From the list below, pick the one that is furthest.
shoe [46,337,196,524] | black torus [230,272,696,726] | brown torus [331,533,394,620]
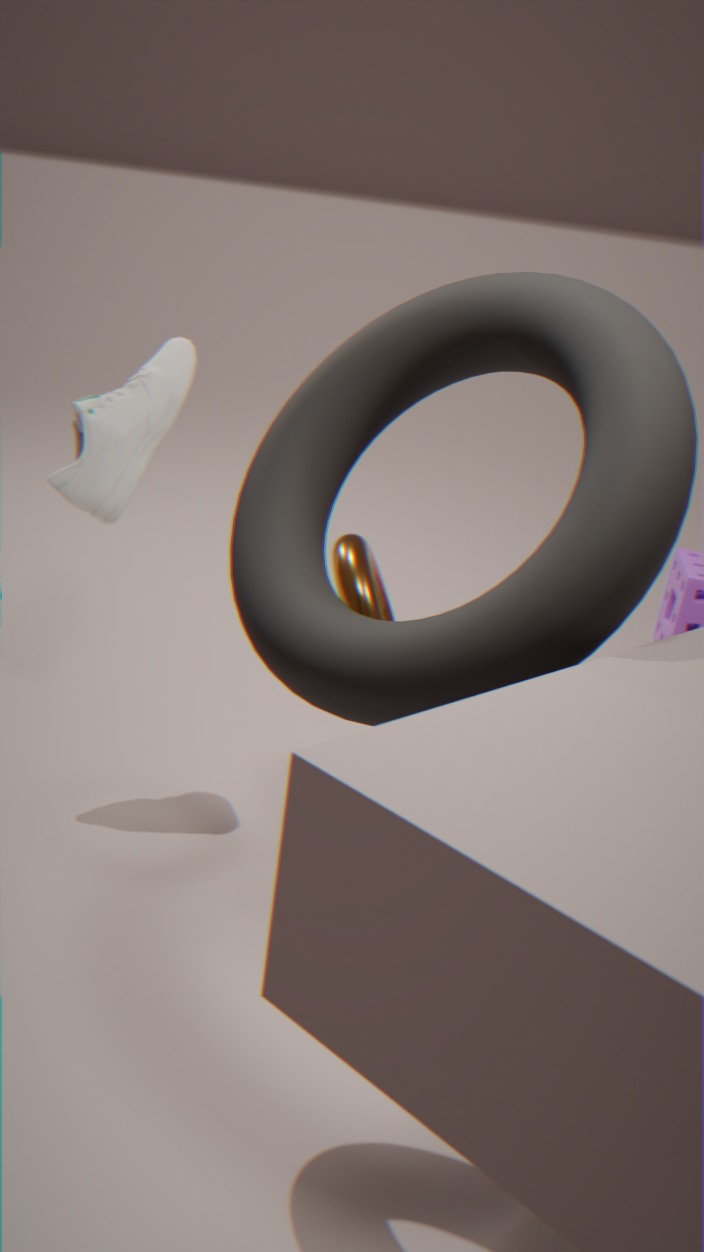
shoe [46,337,196,524]
